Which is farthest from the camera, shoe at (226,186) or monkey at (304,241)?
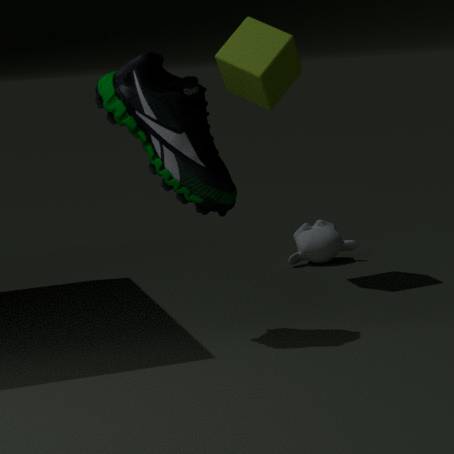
monkey at (304,241)
